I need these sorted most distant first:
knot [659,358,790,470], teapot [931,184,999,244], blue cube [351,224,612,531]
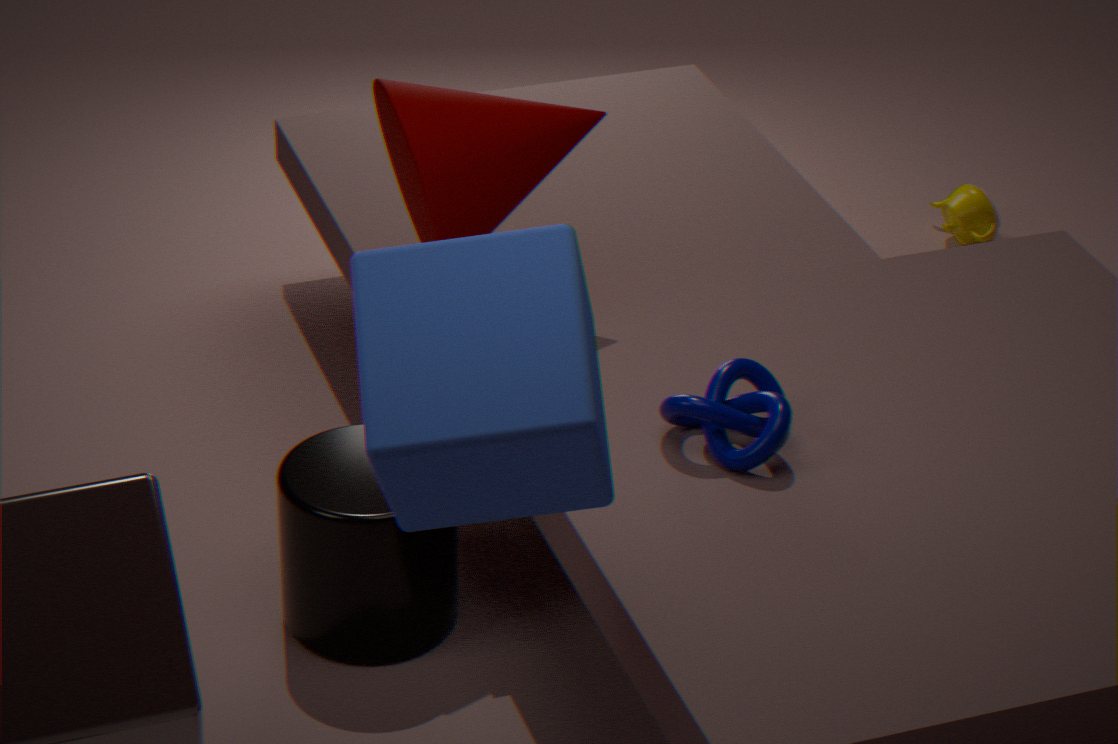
teapot [931,184,999,244]
knot [659,358,790,470]
blue cube [351,224,612,531]
